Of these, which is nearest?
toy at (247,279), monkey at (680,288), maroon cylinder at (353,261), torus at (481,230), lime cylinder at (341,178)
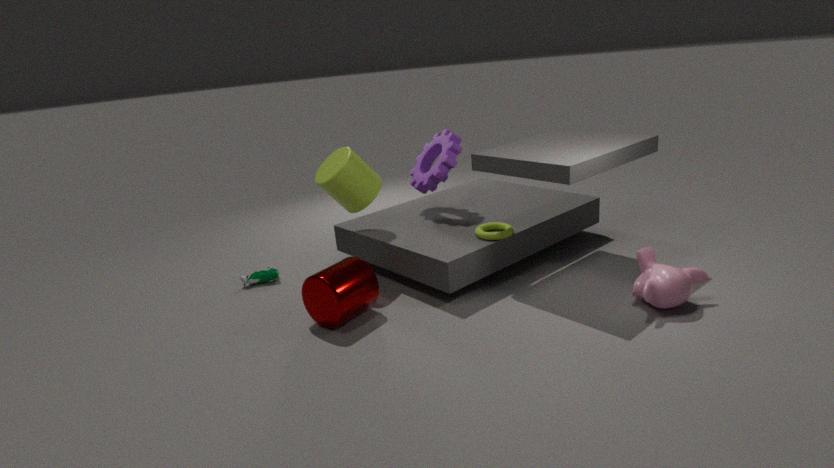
monkey at (680,288)
